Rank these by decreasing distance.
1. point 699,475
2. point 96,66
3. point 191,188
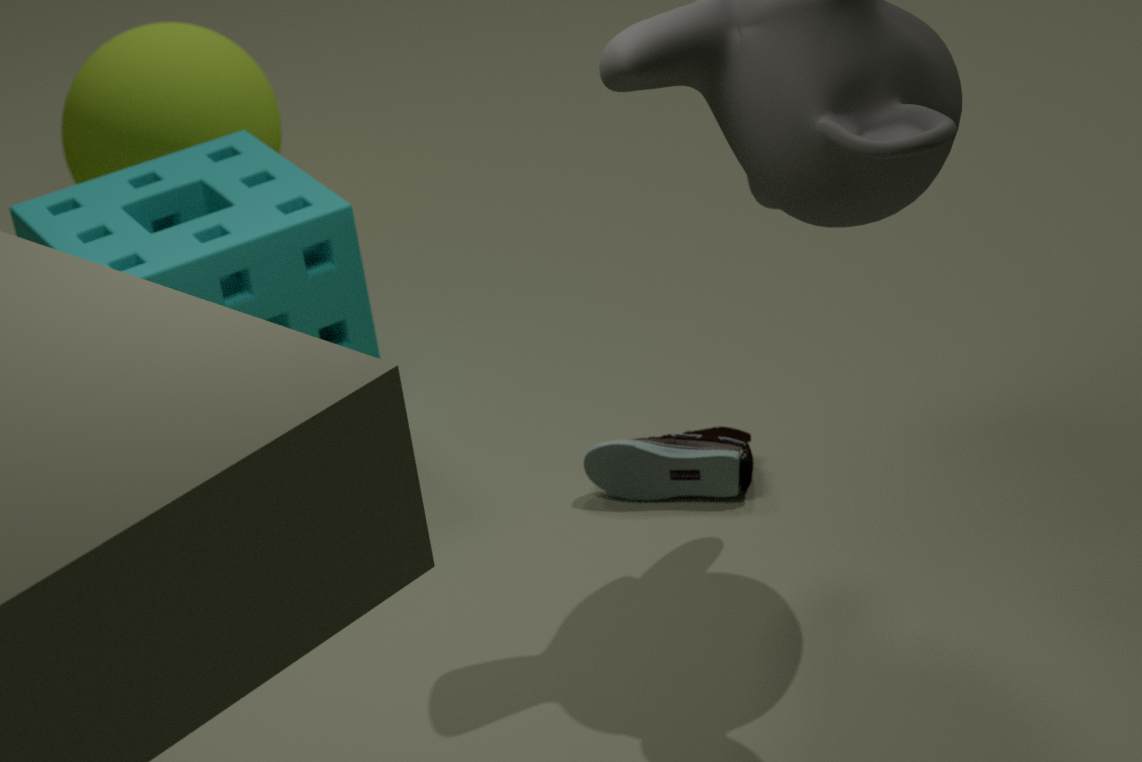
1. point 96,66
2. point 191,188
3. point 699,475
